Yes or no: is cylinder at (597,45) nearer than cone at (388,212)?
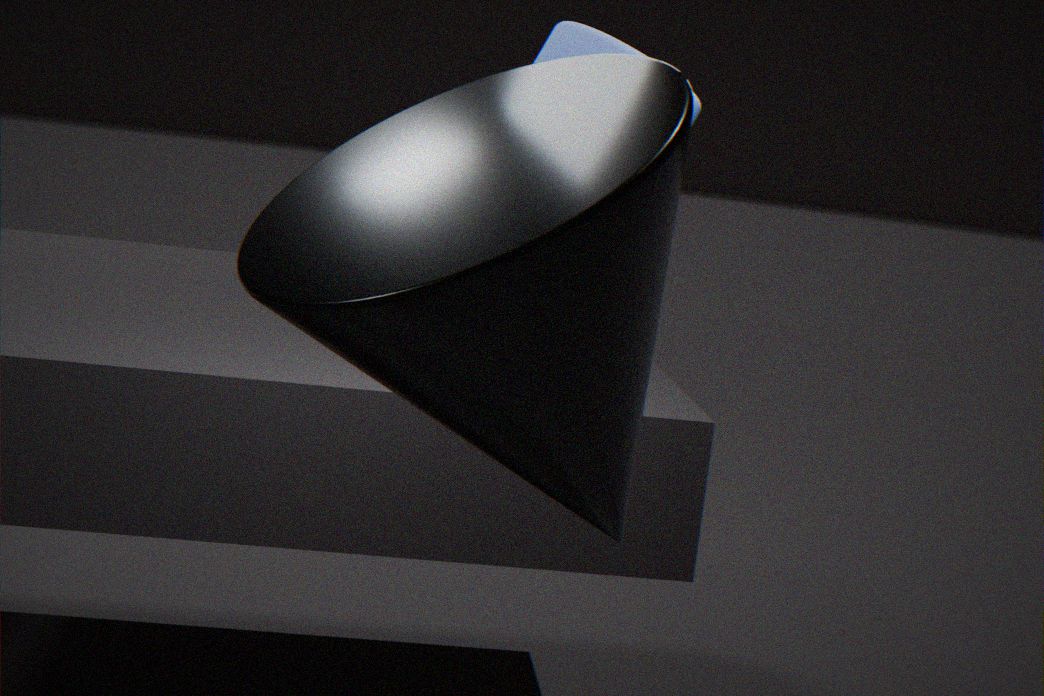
No
